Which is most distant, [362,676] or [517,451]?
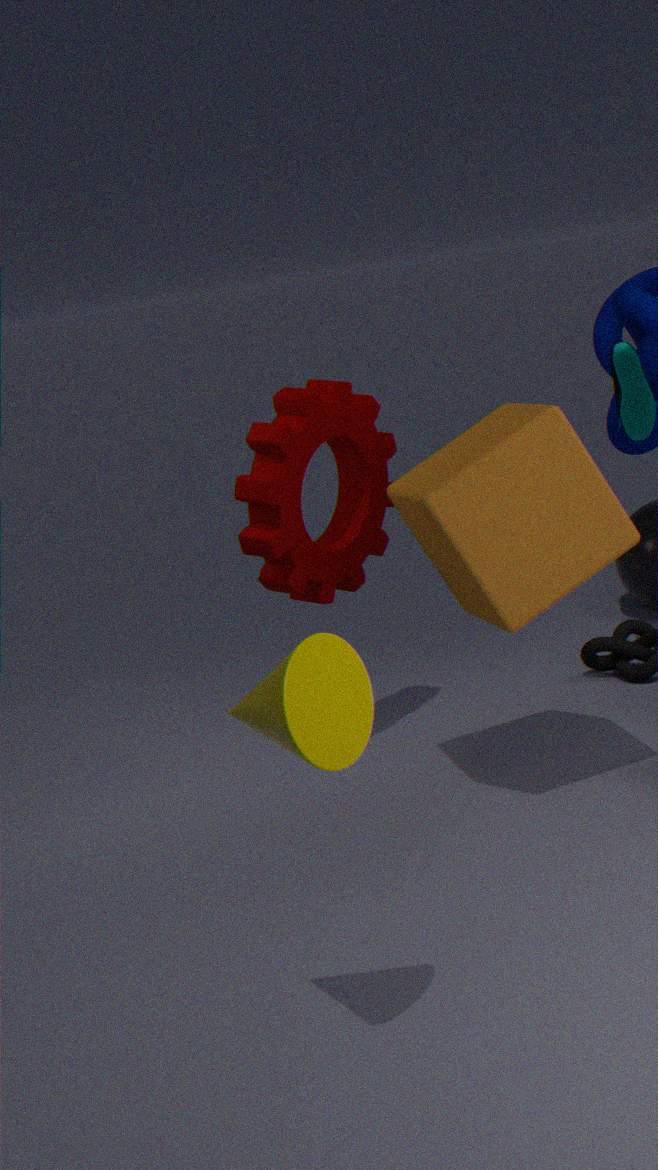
[517,451]
